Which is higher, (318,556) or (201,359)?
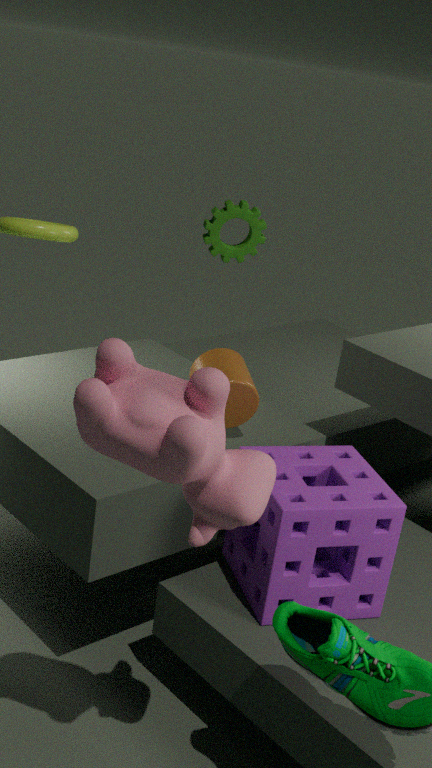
(201,359)
